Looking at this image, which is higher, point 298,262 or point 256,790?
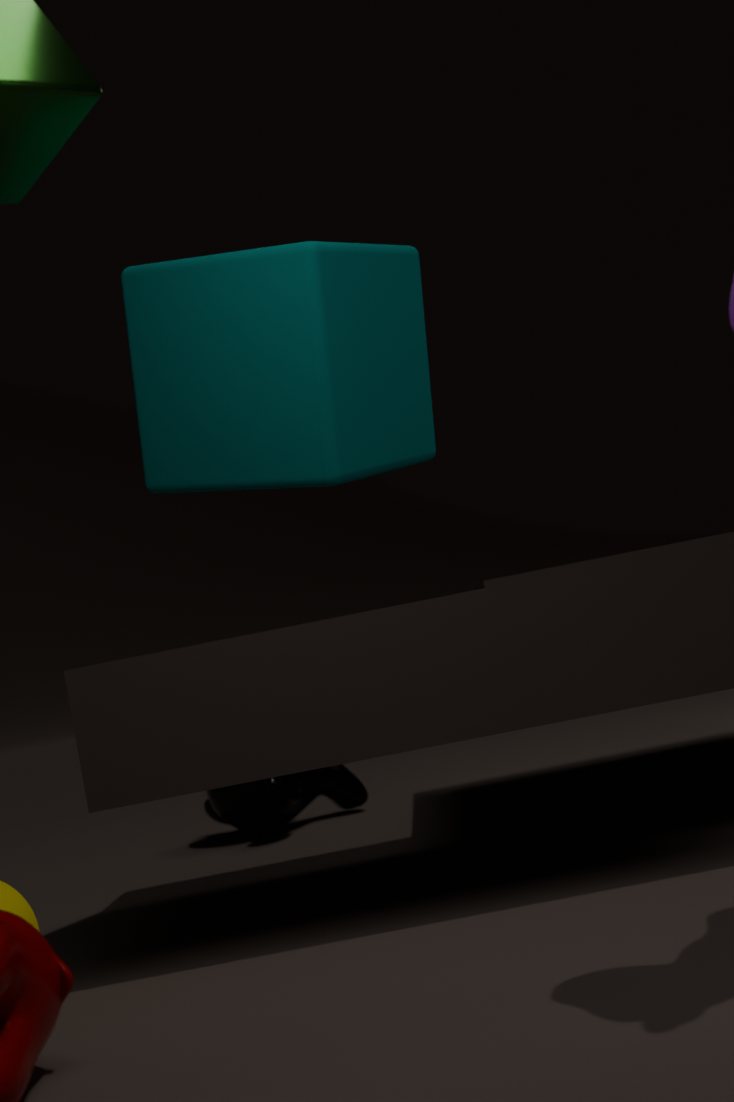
point 298,262
